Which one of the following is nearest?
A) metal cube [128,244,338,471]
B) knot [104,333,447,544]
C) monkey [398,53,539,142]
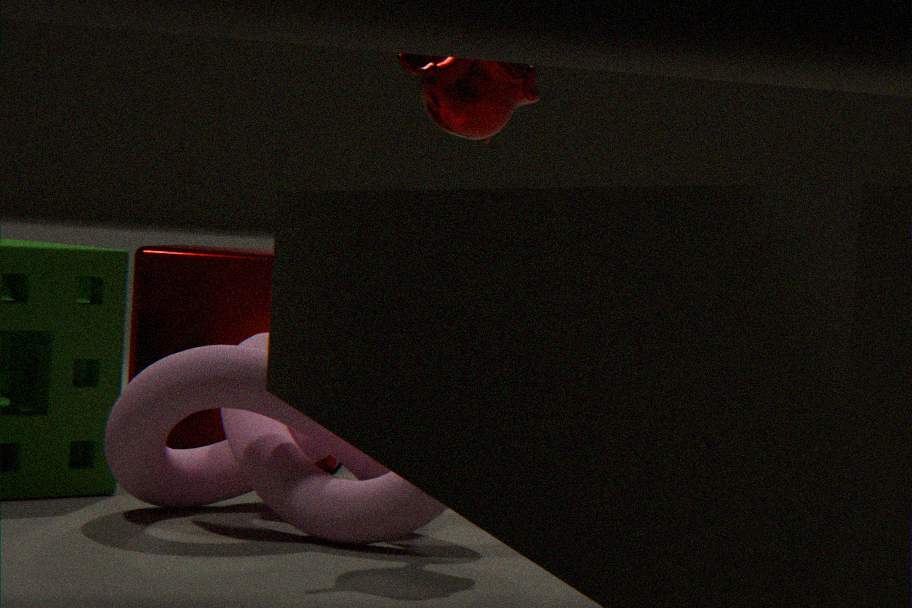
knot [104,333,447,544]
